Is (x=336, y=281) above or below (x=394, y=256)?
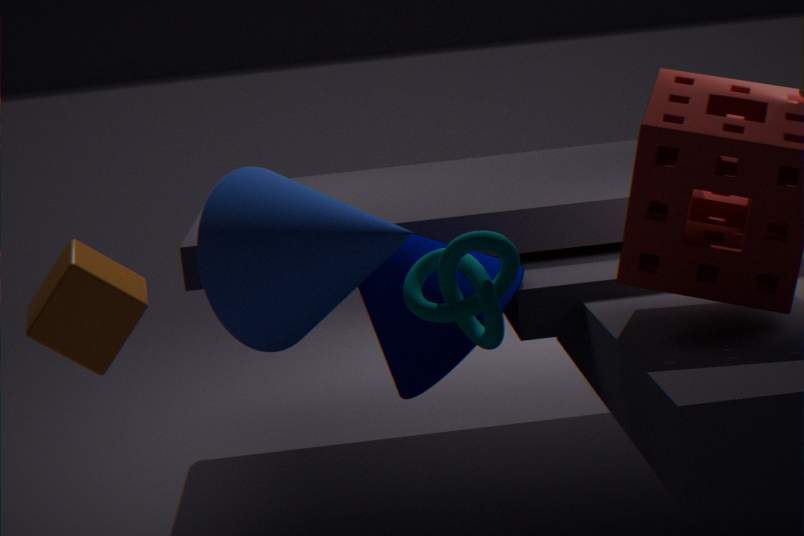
above
